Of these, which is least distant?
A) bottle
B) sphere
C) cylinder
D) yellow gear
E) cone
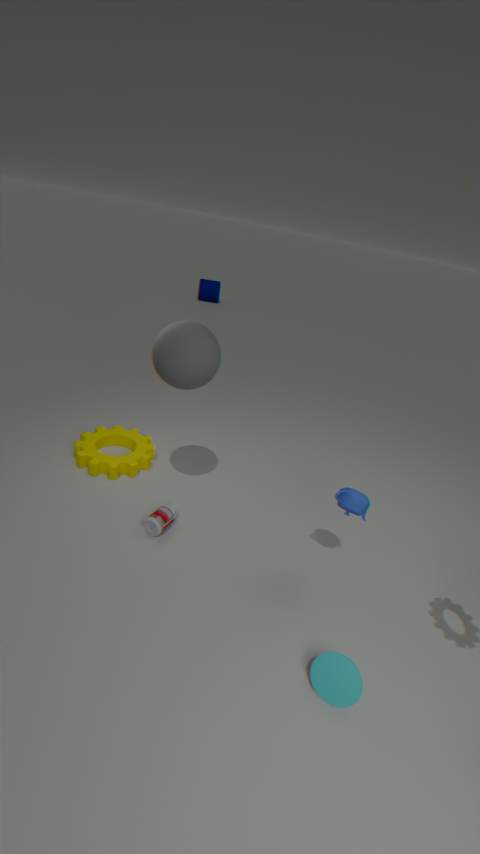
cone
